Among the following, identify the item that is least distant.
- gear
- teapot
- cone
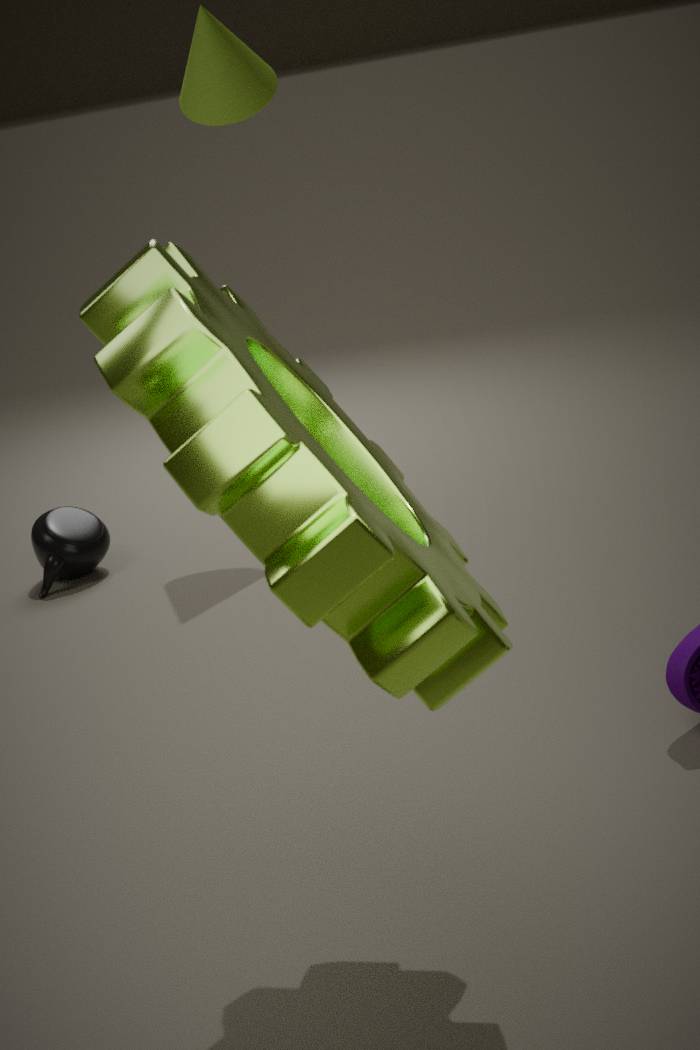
gear
